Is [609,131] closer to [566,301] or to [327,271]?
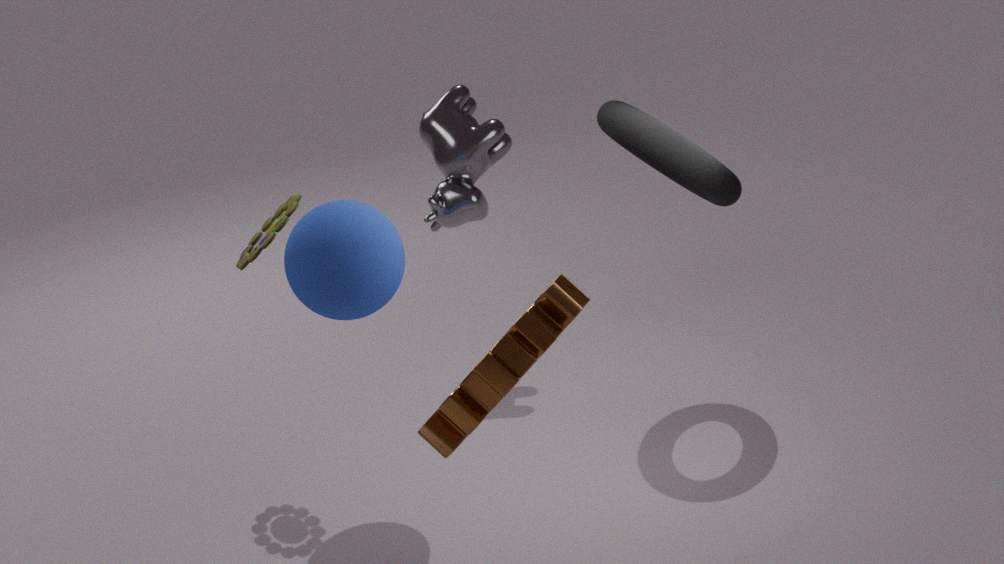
[327,271]
